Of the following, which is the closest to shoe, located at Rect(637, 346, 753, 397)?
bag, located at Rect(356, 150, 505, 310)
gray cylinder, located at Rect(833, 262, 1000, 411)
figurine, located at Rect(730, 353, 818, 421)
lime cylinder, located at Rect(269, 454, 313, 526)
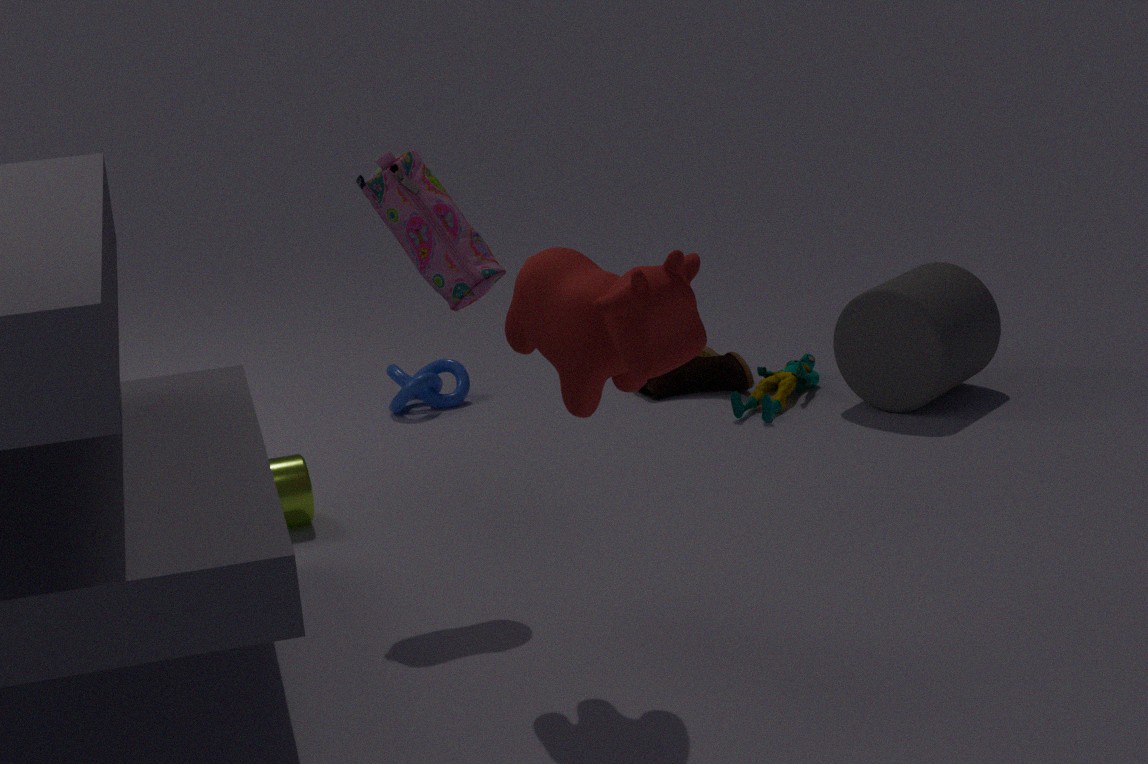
figurine, located at Rect(730, 353, 818, 421)
